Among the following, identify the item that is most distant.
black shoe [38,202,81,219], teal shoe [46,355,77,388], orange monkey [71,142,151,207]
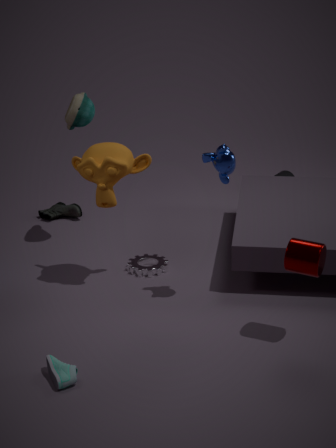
black shoe [38,202,81,219]
